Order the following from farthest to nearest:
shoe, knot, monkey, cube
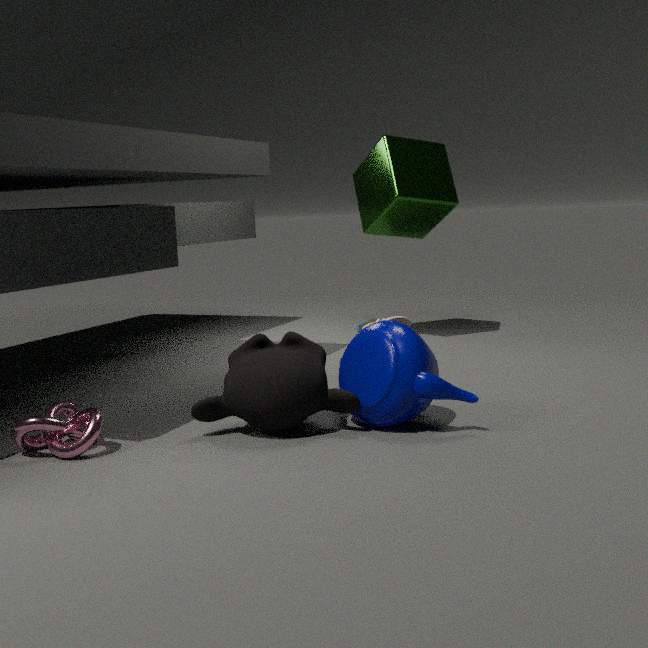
shoe
cube
monkey
knot
